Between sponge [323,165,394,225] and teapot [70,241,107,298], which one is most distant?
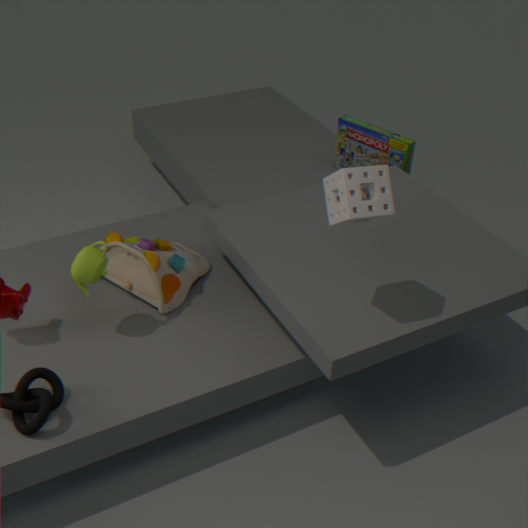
teapot [70,241,107,298]
